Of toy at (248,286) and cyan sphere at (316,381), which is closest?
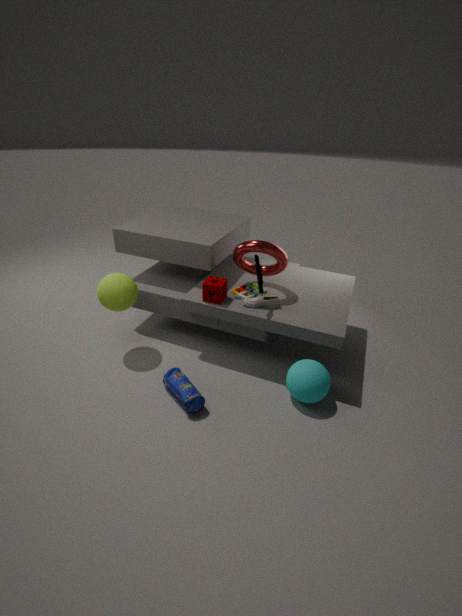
cyan sphere at (316,381)
